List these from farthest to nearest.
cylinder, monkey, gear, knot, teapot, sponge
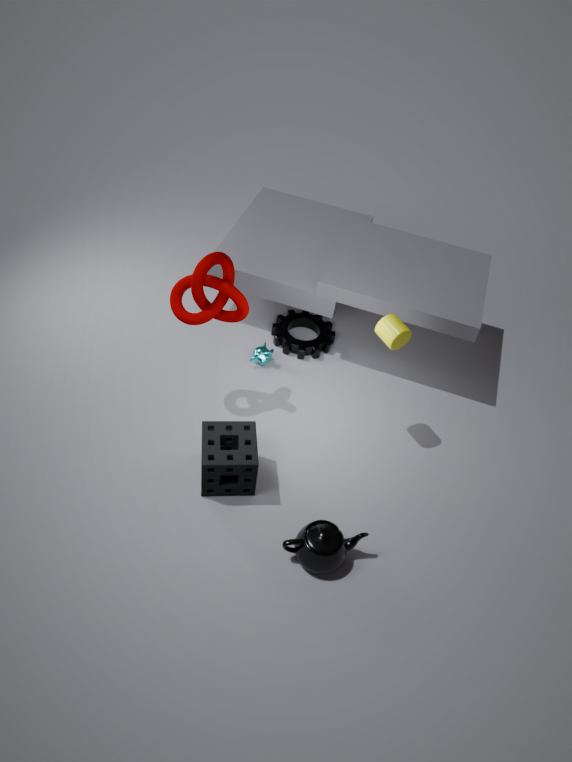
gear → monkey → cylinder → knot → sponge → teapot
